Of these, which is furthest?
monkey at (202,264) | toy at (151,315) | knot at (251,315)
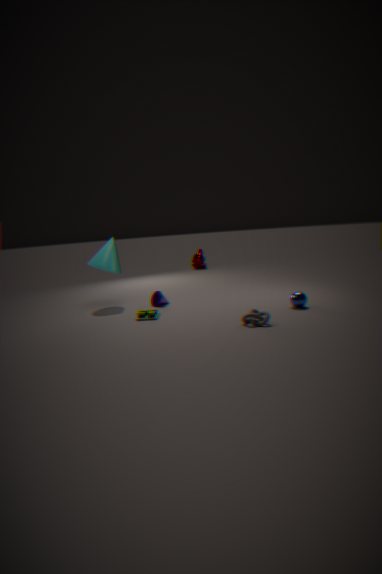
monkey at (202,264)
